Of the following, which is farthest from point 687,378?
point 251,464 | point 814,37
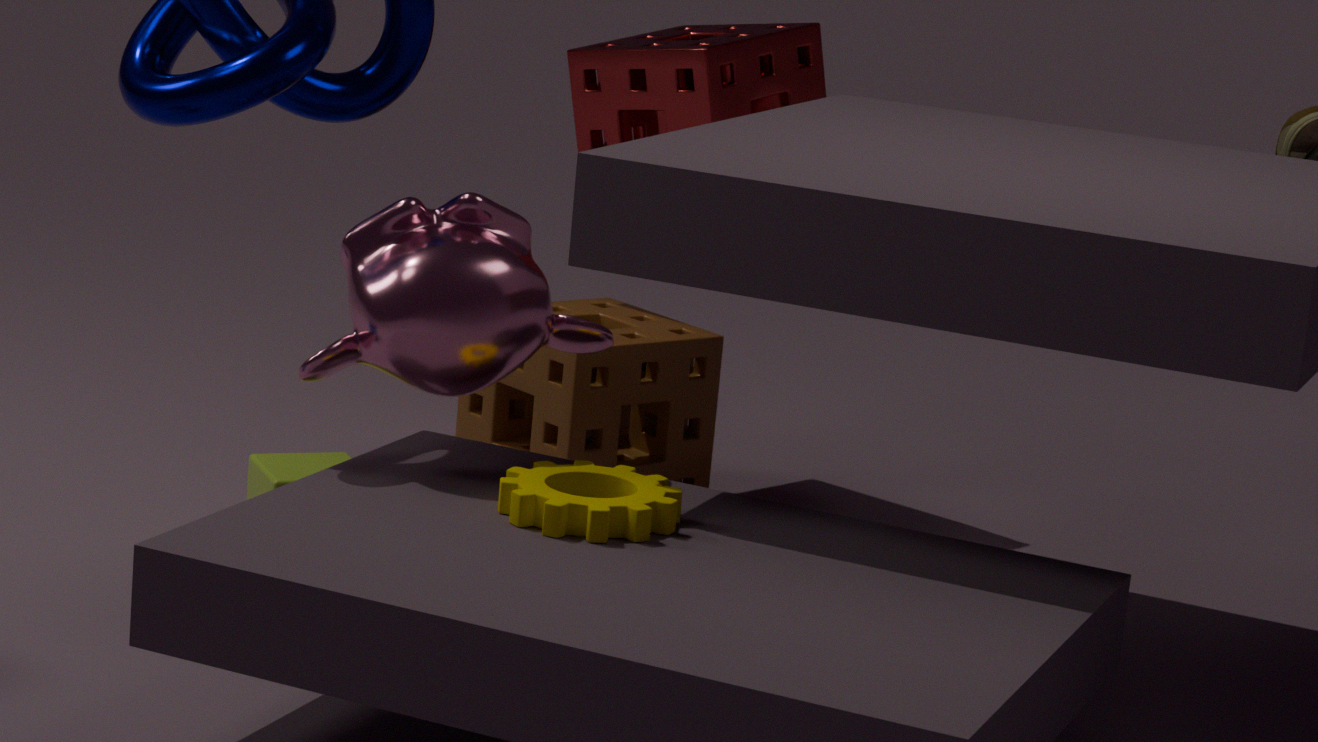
point 251,464
